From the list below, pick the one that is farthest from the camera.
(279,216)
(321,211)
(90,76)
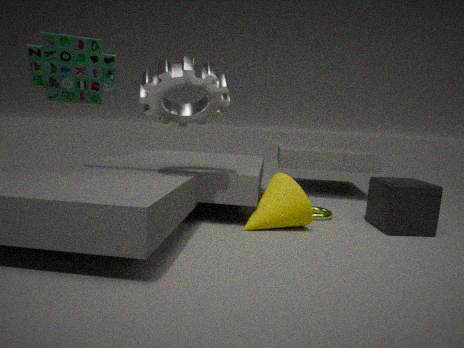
(321,211)
